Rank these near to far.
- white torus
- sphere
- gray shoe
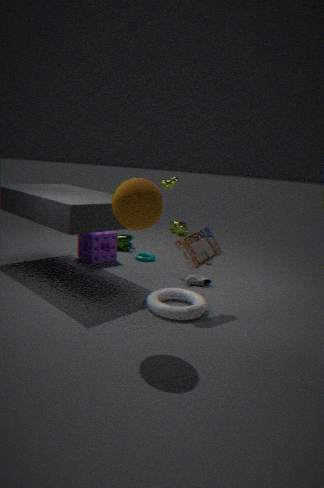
sphere, white torus, gray shoe
